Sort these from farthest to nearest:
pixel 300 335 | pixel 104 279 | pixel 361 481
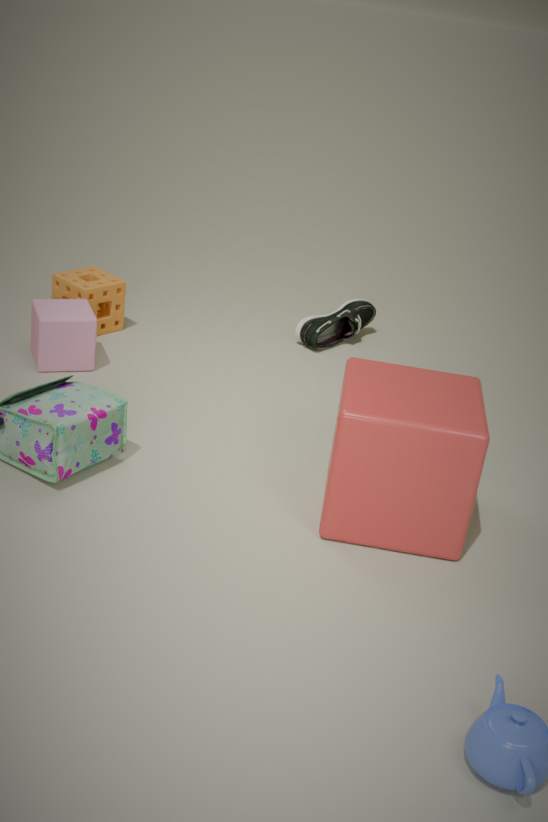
pixel 300 335 < pixel 104 279 < pixel 361 481
